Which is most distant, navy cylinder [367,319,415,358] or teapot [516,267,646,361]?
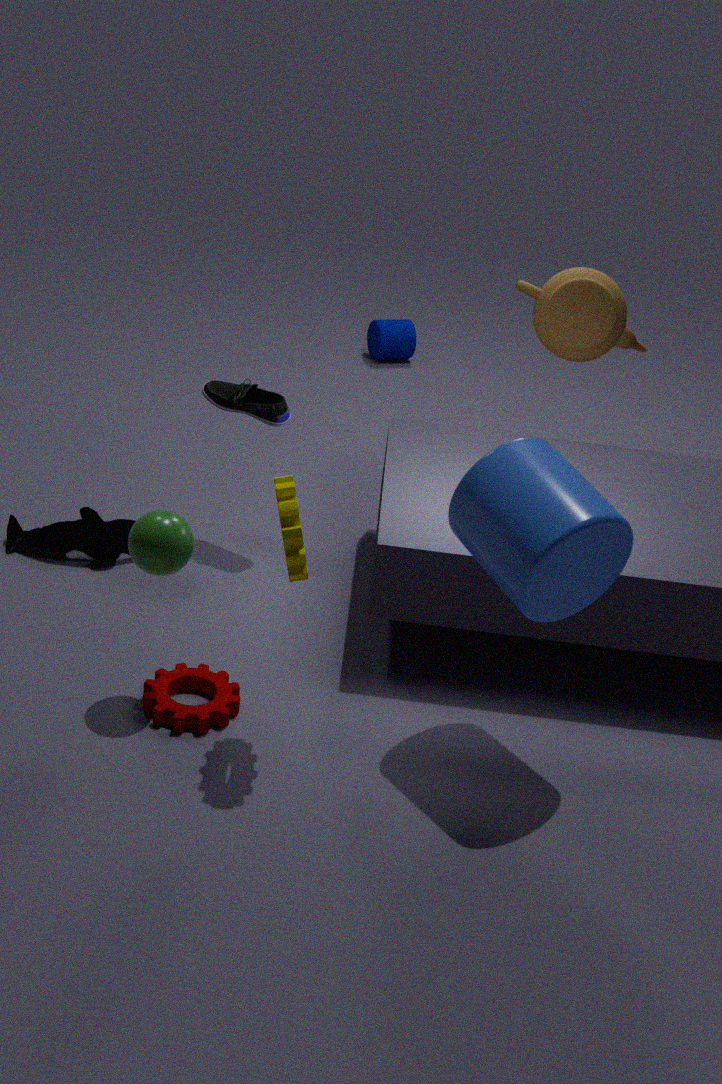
navy cylinder [367,319,415,358]
